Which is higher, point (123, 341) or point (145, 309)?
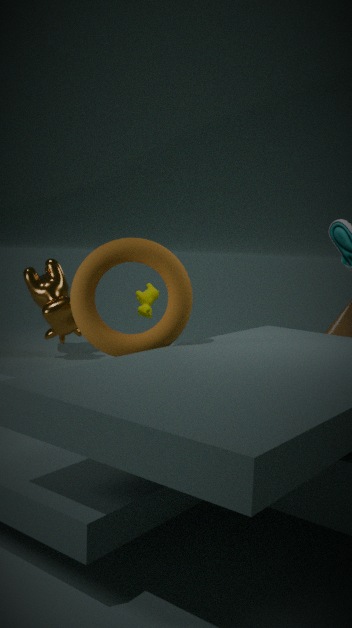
point (123, 341)
